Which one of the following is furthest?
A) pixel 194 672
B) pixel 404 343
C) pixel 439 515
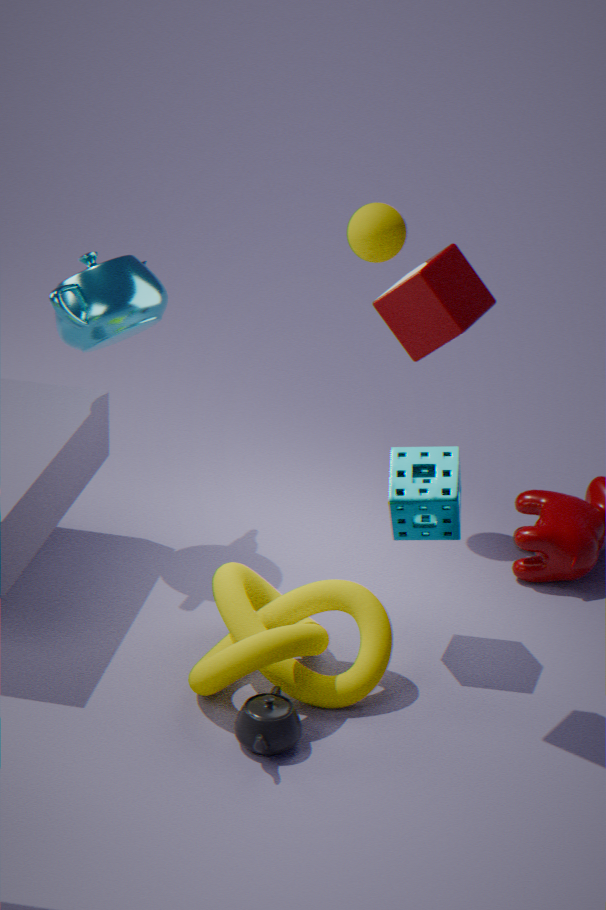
C. pixel 439 515
